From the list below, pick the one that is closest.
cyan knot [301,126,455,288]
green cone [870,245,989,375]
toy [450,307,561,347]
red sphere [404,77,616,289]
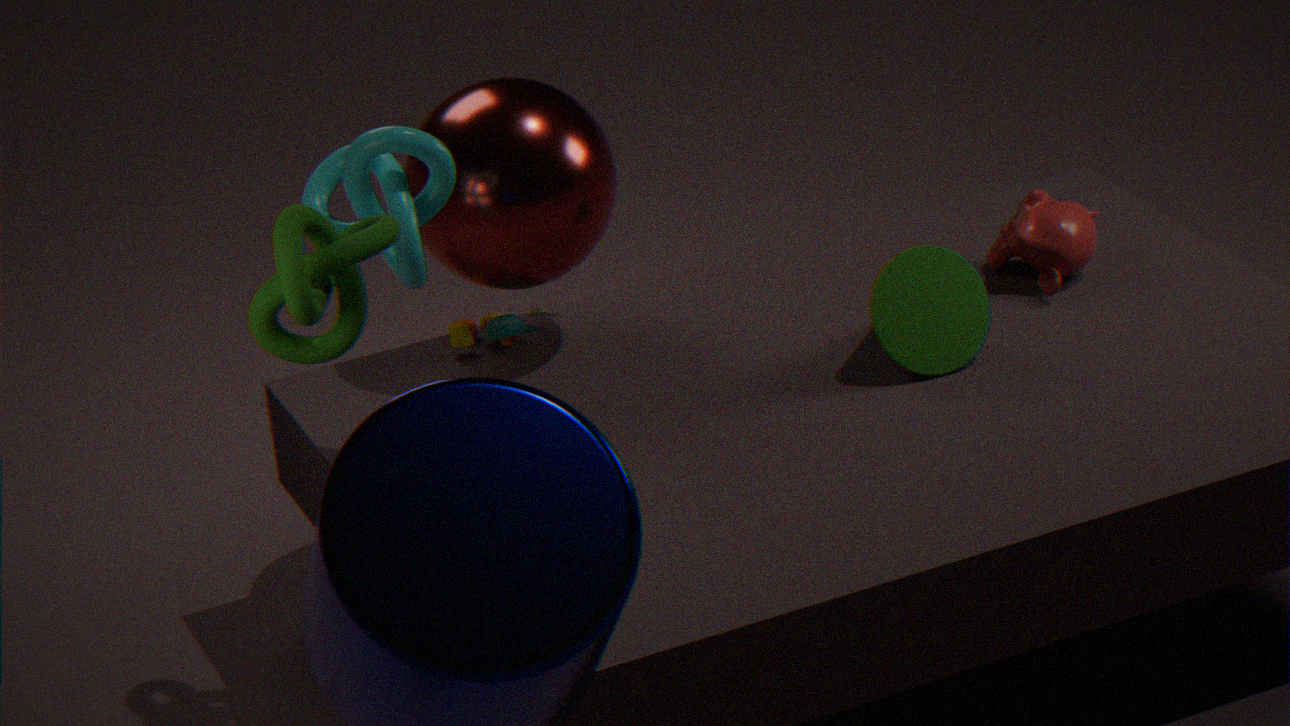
cyan knot [301,126,455,288]
